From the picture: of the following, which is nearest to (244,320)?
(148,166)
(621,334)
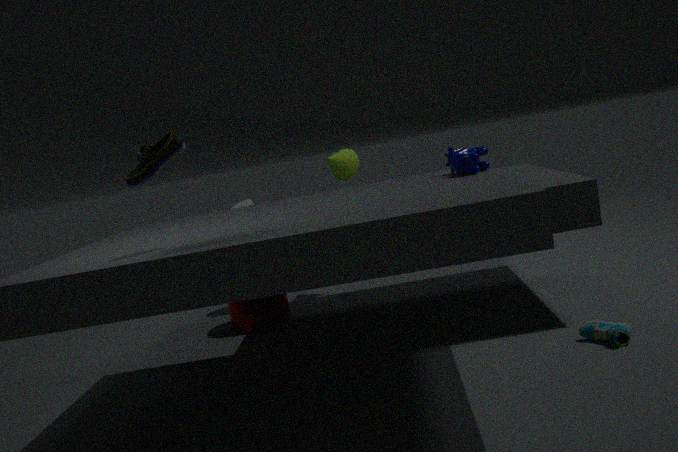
(148,166)
